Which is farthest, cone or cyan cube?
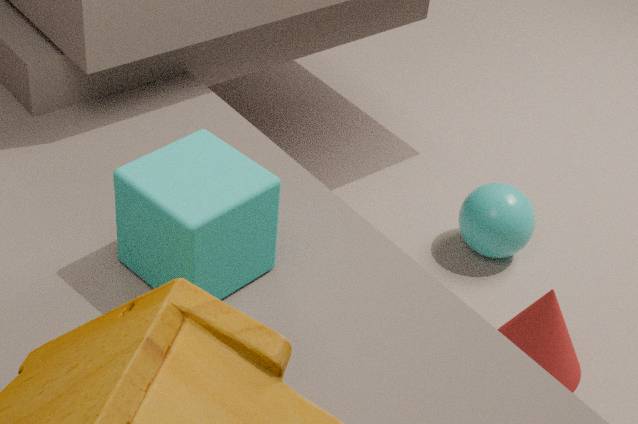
cone
